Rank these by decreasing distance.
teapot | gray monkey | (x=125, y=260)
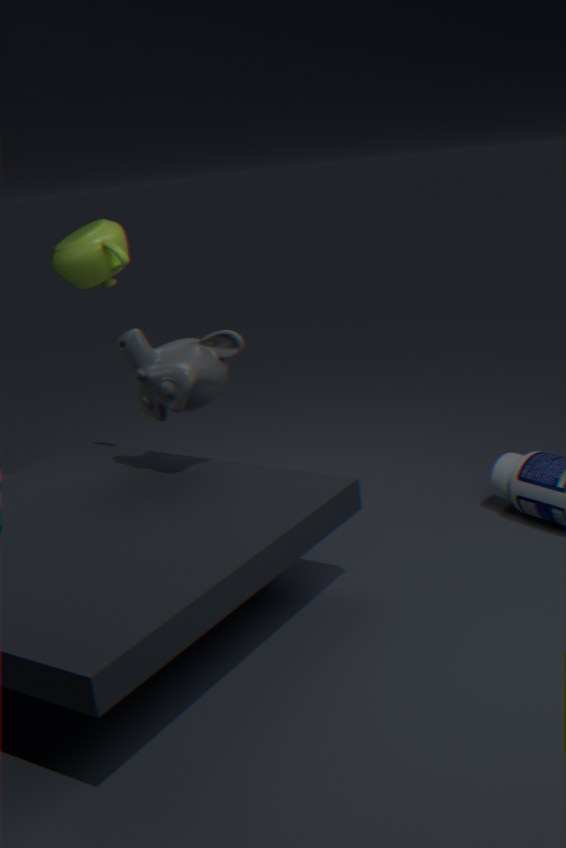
(x=125, y=260), teapot, gray monkey
